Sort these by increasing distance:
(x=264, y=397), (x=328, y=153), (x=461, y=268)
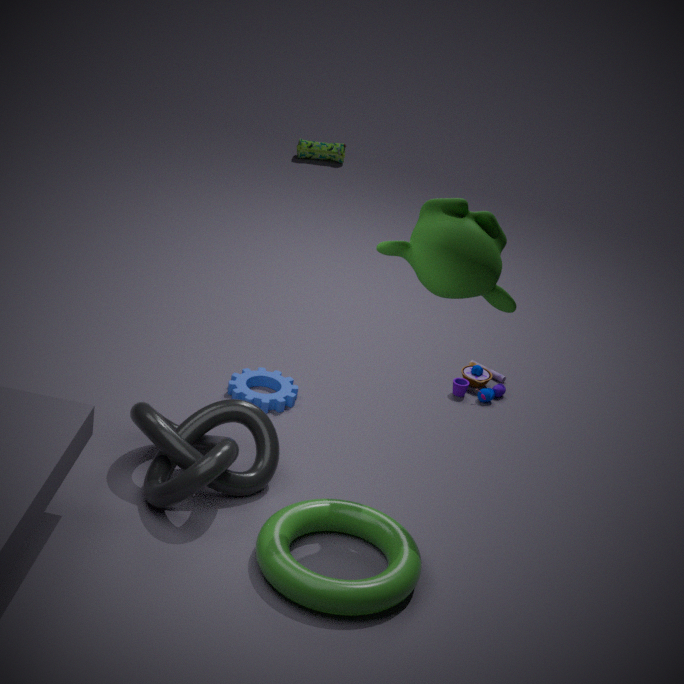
(x=461, y=268)
(x=264, y=397)
(x=328, y=153)
